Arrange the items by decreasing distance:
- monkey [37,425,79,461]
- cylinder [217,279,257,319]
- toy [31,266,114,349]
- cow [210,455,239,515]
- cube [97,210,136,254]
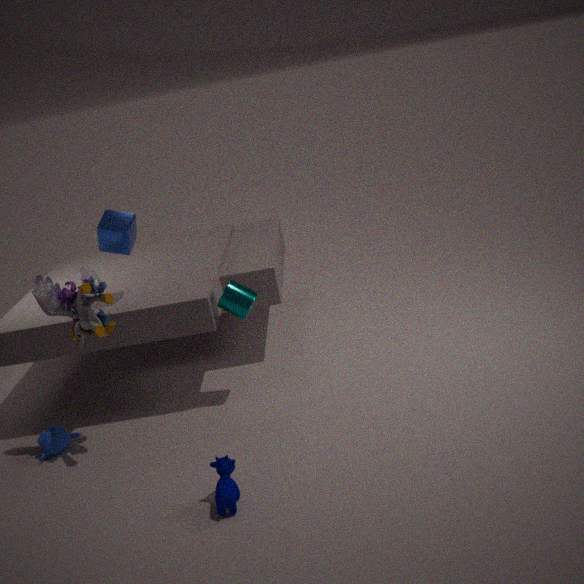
1. cube [97,210,136,254]
2. cylinder [217,279,257,319]
3. monkey [37,425,79,461]
4. toy [31,266,114,349]
5. cow [210,455,239,515]
